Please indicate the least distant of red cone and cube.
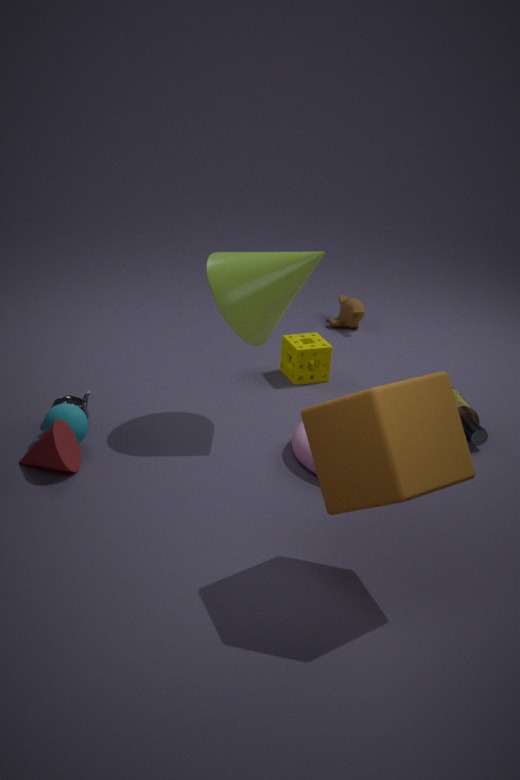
cube
